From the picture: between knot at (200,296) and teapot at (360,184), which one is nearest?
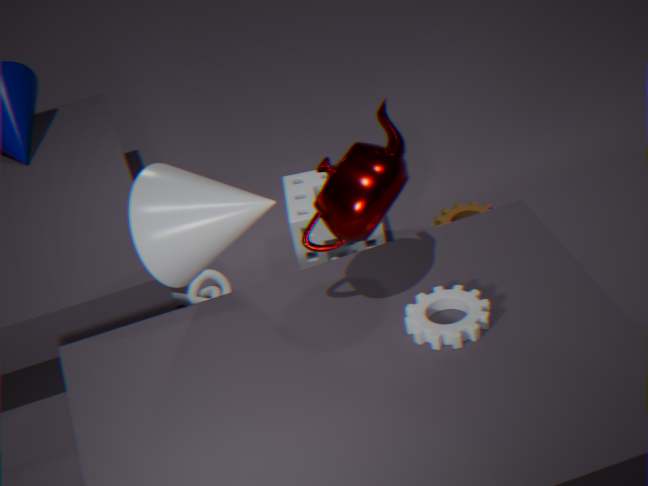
teapot at (360,184)
